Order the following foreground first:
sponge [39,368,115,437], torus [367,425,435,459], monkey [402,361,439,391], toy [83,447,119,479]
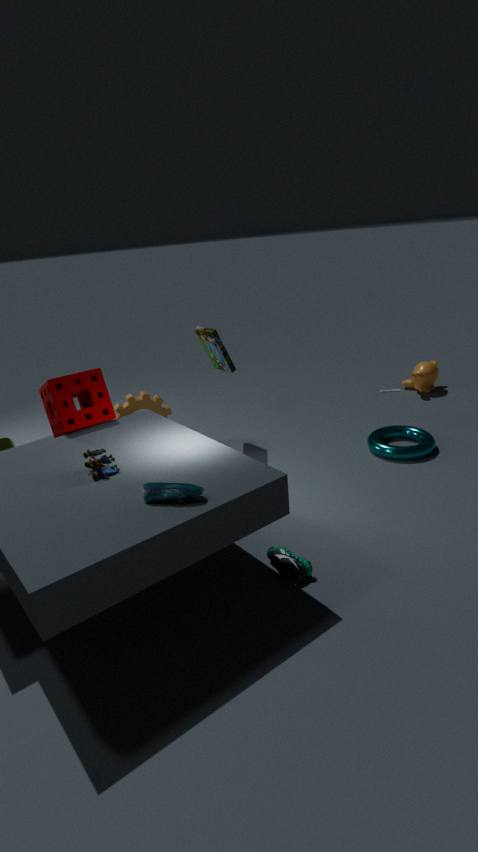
toy [83,447,119,479], sponge [39,368,115,437], torus [367,425,435,459], monkey [402,361,439,391]
